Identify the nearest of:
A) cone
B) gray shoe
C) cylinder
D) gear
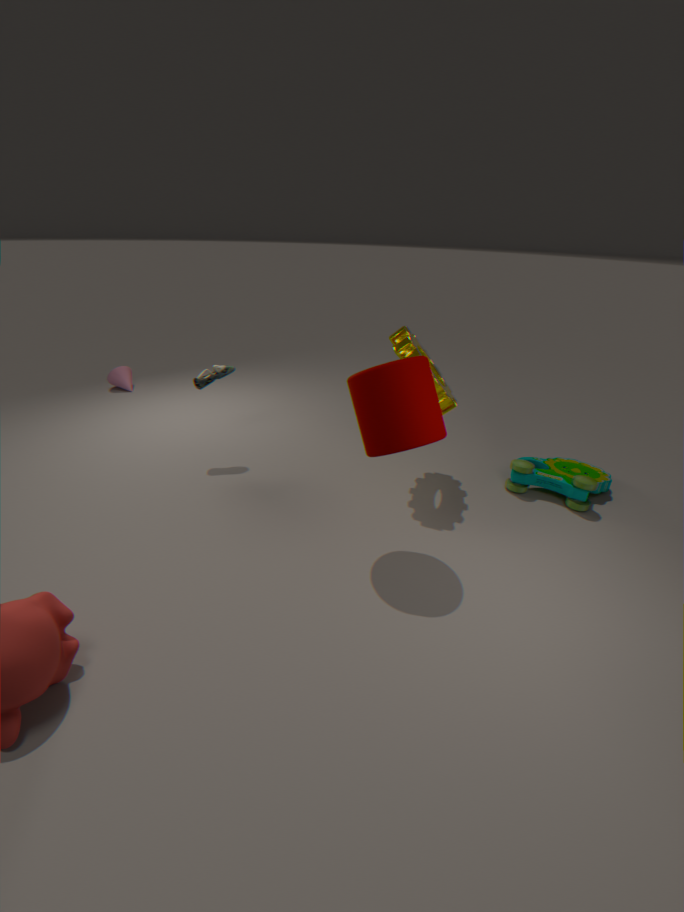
cylinder
